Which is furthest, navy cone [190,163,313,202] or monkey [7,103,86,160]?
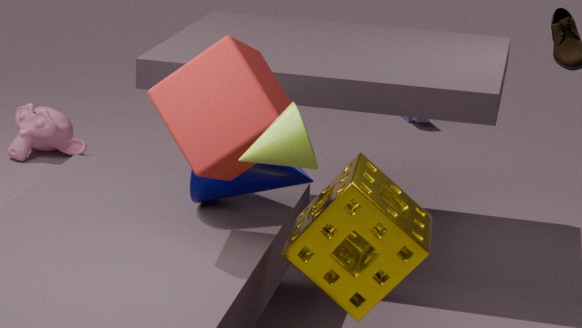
monkey [7,103,86,160]
